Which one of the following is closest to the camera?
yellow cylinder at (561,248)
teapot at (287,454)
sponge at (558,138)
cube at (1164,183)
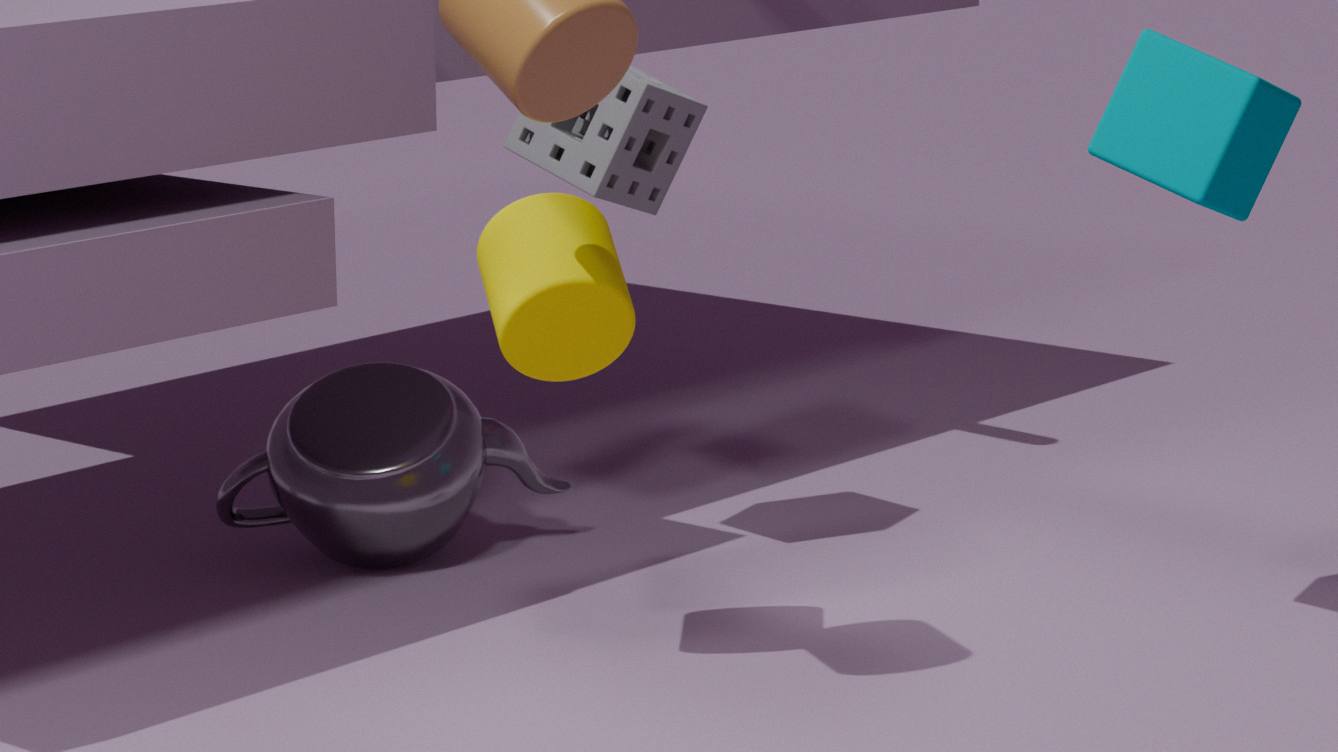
yellow cylinder at (561,248)
